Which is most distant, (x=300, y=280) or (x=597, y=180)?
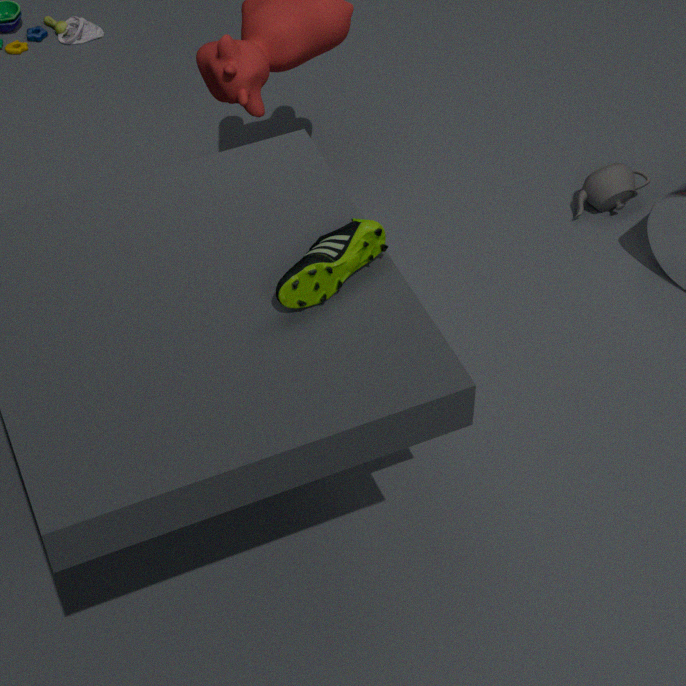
(x=597, y=180)
